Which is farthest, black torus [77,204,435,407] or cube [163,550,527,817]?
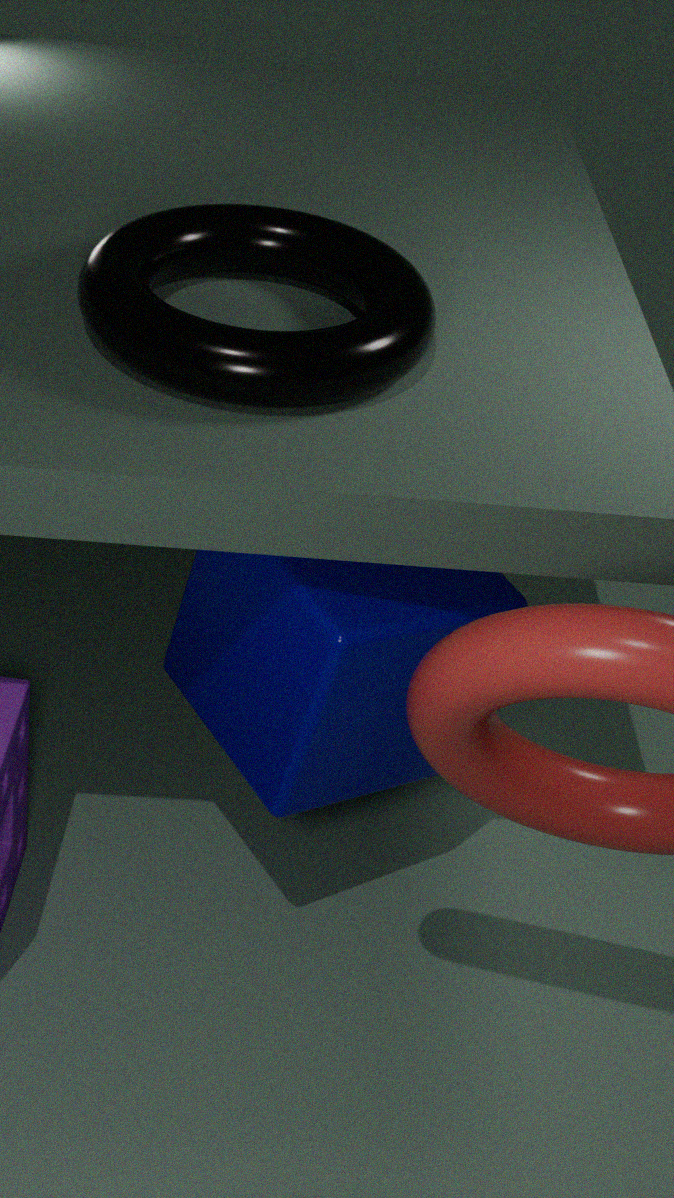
cube [163,550,527,817]
